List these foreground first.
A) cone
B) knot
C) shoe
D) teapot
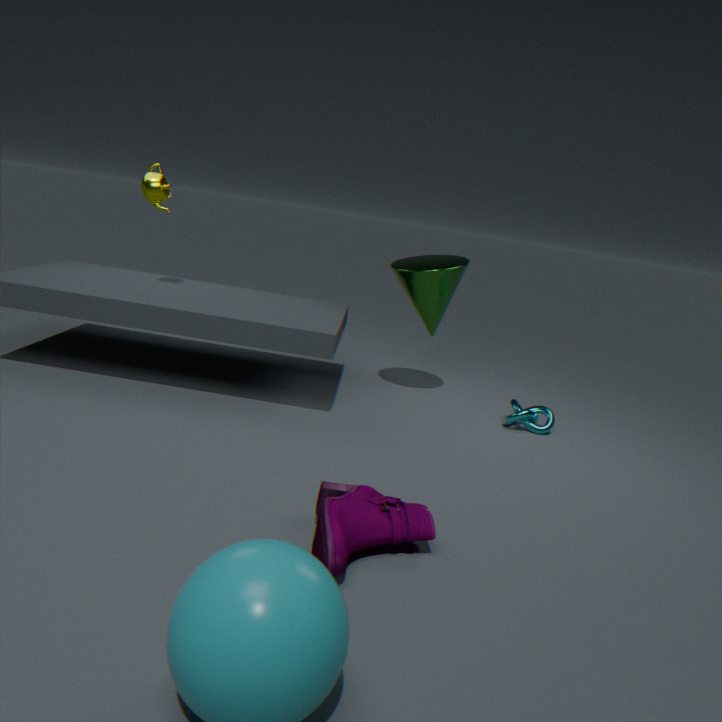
shoe → teapot → knot → cone
